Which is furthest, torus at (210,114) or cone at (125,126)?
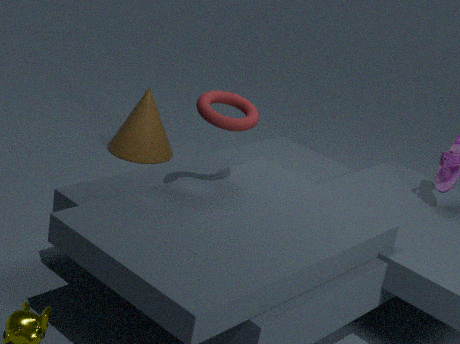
cone at (125,126)
